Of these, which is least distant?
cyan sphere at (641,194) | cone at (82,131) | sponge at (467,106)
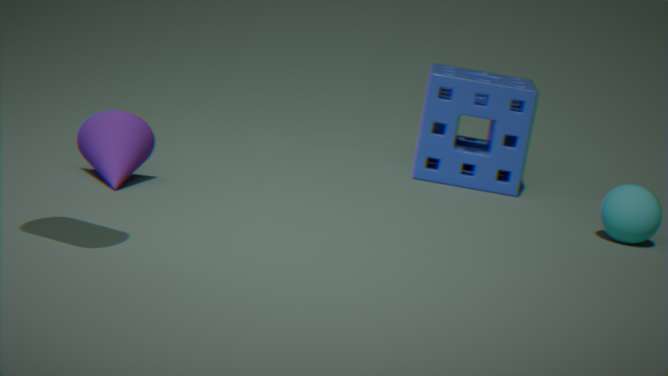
cone at (82,131)
